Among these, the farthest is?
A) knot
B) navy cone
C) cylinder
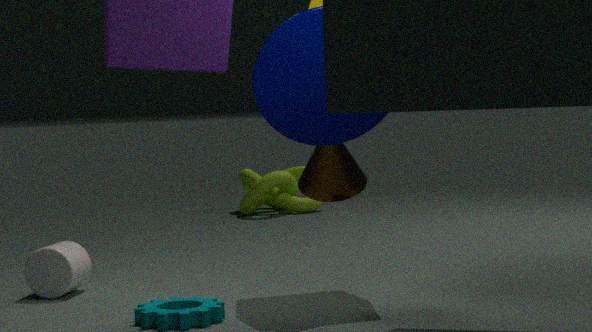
knot
